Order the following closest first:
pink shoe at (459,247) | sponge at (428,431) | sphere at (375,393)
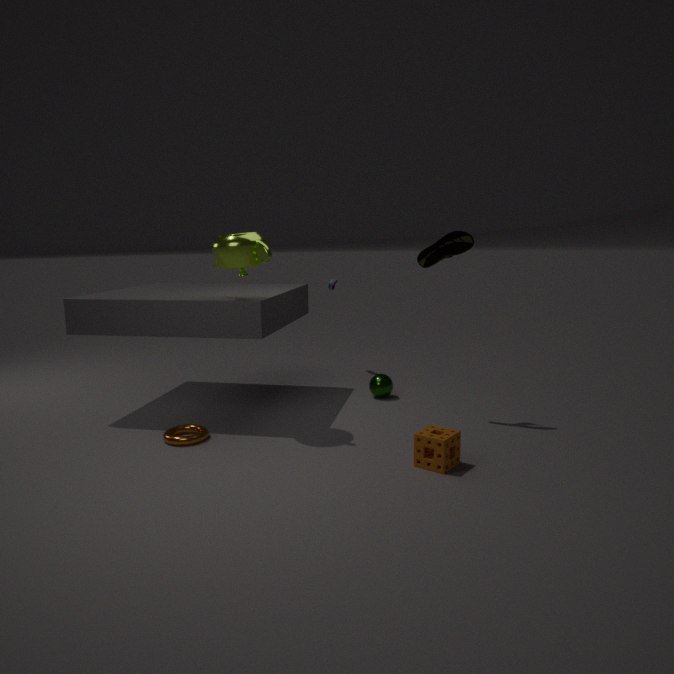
sponge at (428,431) → pink shoe at (459,247) → sphere at (375,393)
